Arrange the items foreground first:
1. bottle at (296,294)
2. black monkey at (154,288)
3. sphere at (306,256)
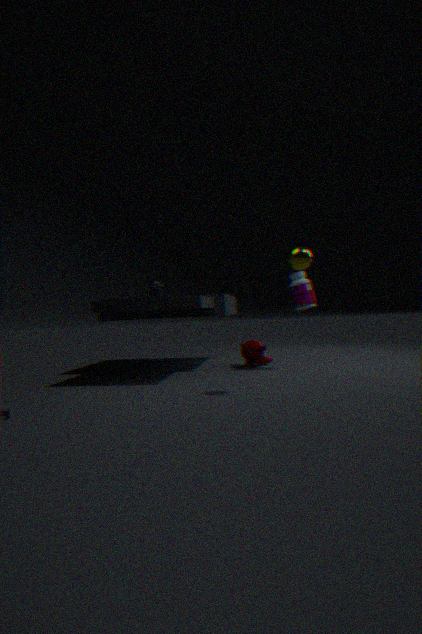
sphere at (306,256) < bottle at (296,294) < black monkey at (154,288)
